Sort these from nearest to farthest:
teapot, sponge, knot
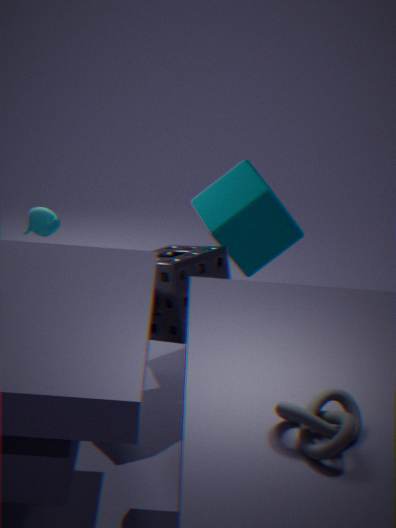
knot → sponge → teapot
